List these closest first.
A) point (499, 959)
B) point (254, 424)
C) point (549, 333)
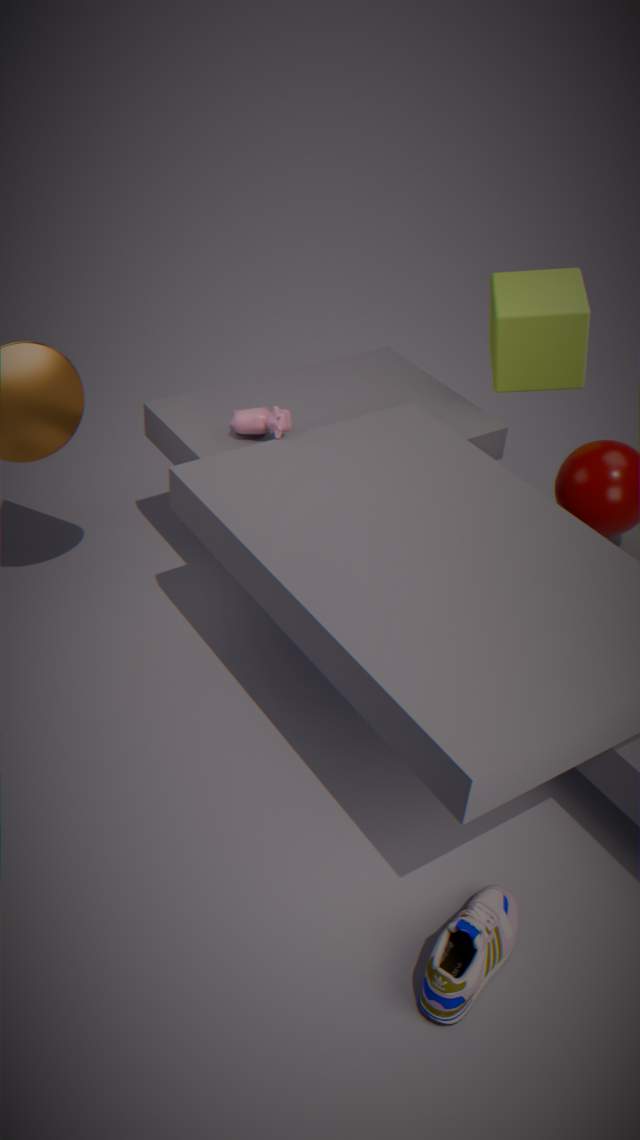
A. point (499, 959)
B. point (254, 424)
C. point (549, 333)
